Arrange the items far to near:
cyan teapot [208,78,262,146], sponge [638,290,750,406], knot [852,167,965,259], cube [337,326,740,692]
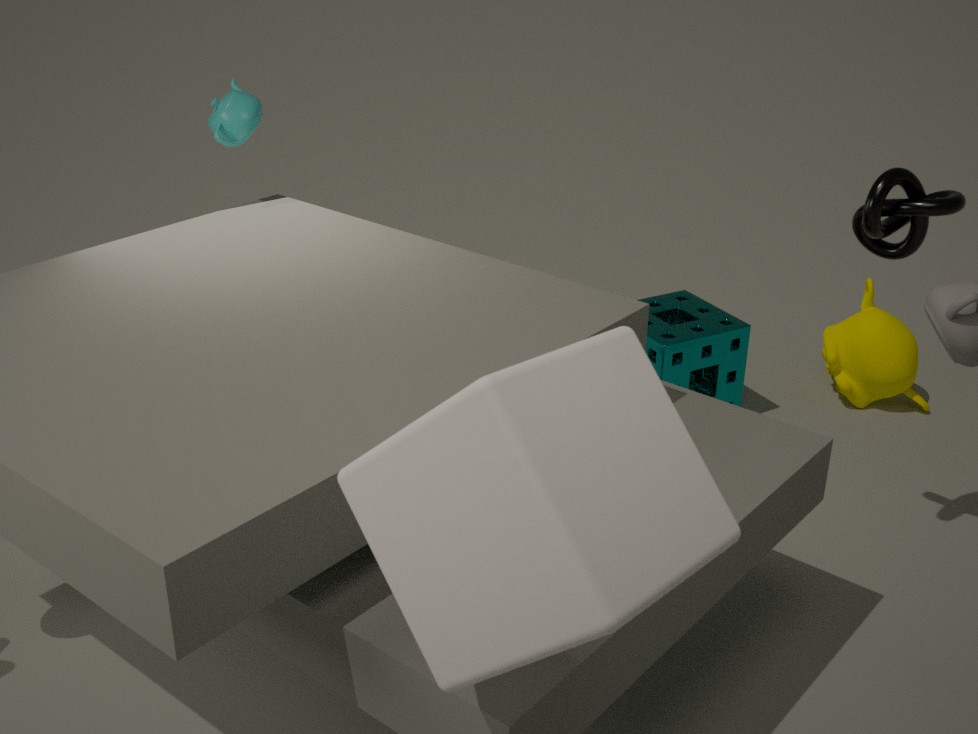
sponge [638,290,750,406] < cyan teapot [208,78,262,146] < knot [852,167,965,259] < cube [337,326,740,692]
